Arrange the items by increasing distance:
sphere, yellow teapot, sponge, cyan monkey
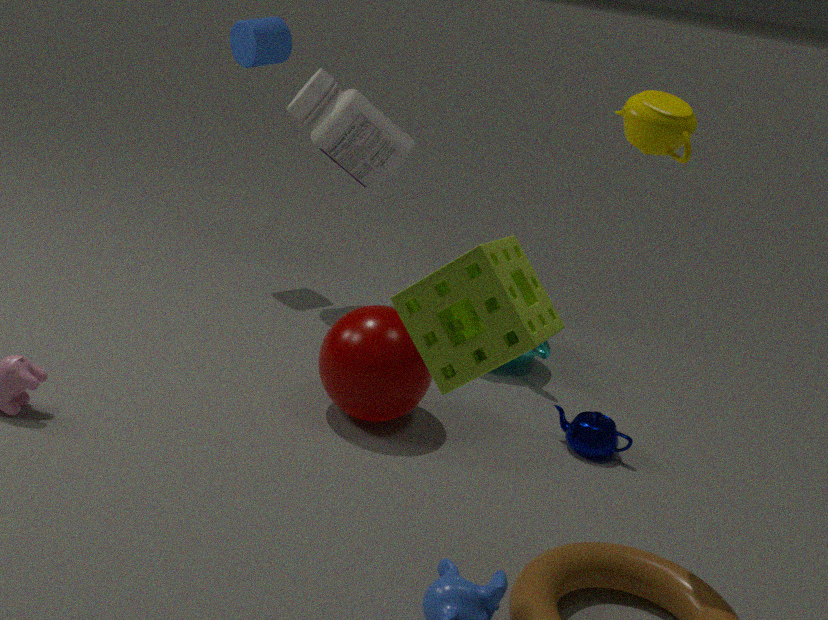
1. sponge
2. yellow teapot
3. sphere
4. cyan monkey
